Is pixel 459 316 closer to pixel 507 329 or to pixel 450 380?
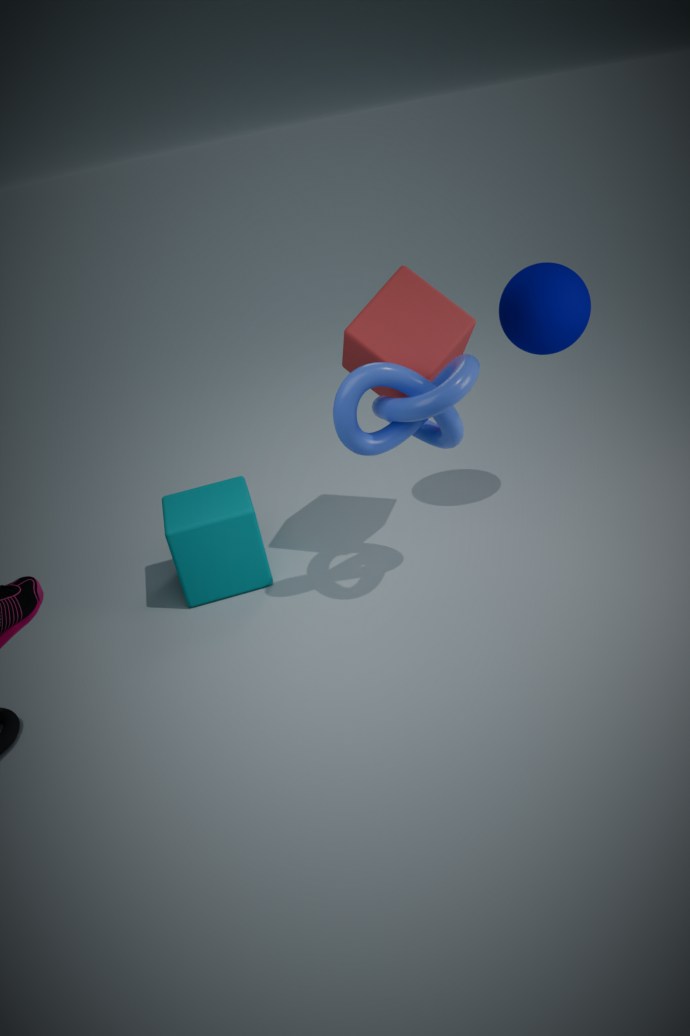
pixel 450 380
